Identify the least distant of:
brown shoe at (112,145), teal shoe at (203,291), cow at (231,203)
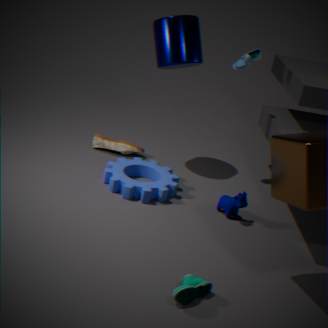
teal shoe at (203,291)
